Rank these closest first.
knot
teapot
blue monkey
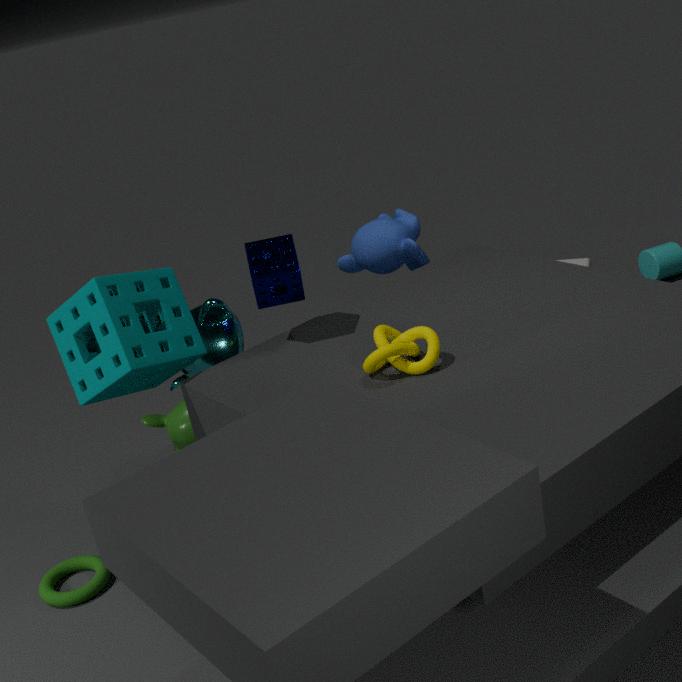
knot → teapot → blue monkey
